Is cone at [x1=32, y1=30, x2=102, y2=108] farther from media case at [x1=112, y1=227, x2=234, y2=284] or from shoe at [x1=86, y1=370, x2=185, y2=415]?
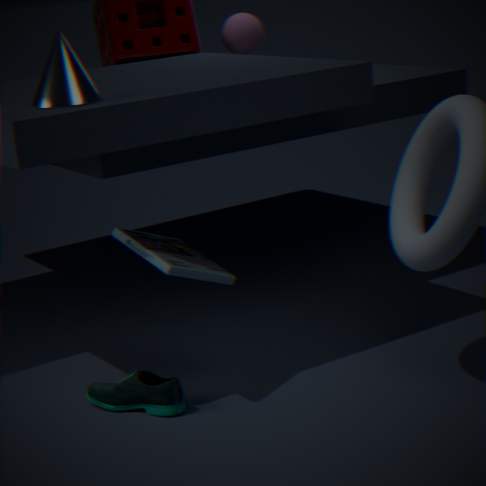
shoe at [x1=86, y1=370, x2=185, y2=415]
